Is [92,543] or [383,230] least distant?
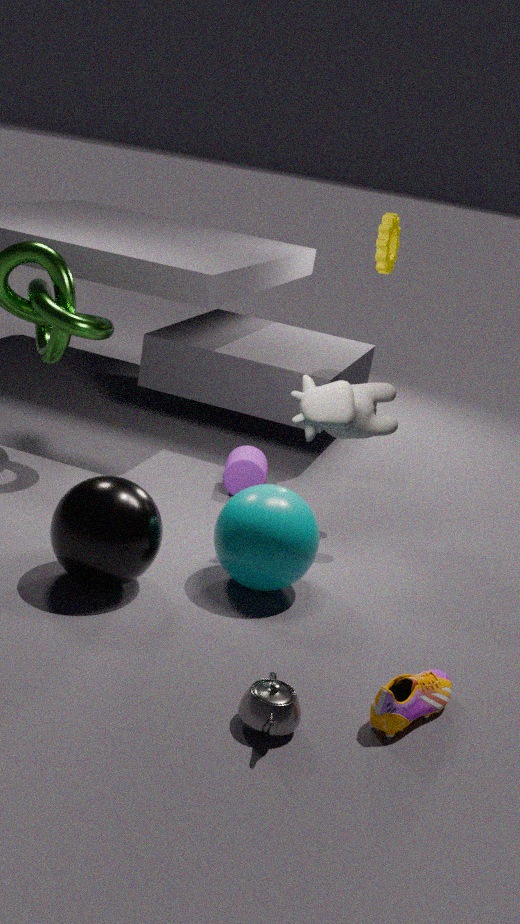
[92,543]
